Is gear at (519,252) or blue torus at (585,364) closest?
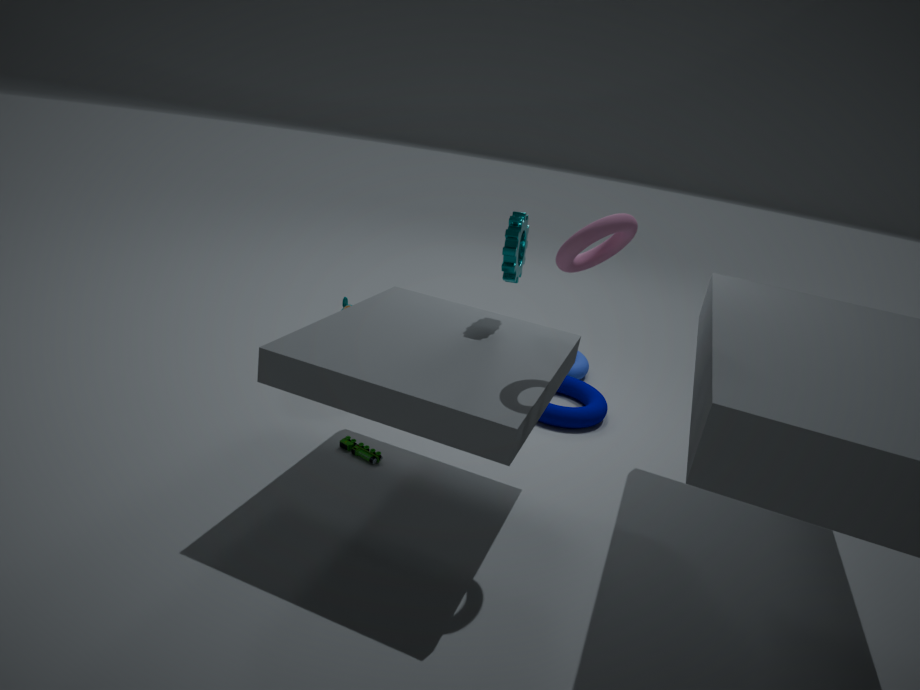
gear at (519,252)
